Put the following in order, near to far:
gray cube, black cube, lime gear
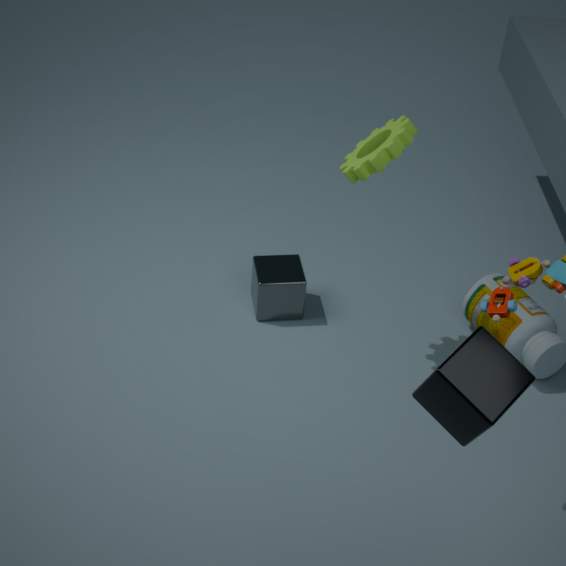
black cube, lime gear, gray cube
